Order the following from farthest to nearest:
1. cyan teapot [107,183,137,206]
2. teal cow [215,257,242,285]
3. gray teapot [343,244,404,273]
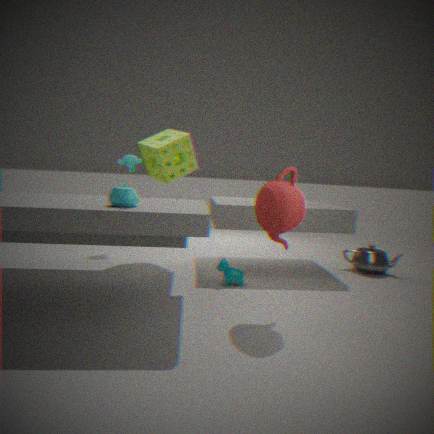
gray teapot [343,244,404,273] < teal cow [215,257,242,285] < cyan teapot [107,183,137,206]
